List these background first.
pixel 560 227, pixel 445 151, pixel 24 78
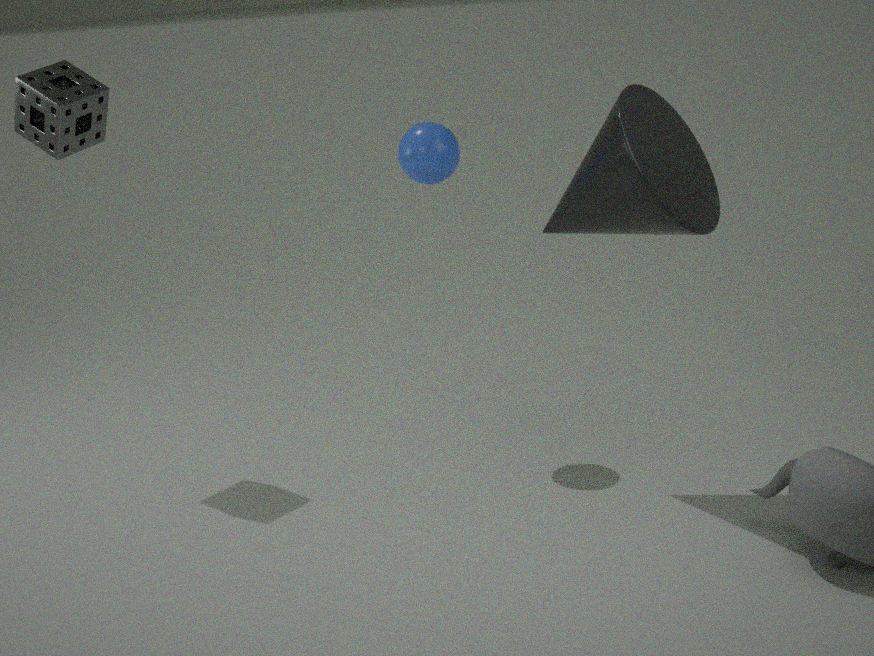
pixel 445 151 → pixel 24 78 → pixel 560 227
